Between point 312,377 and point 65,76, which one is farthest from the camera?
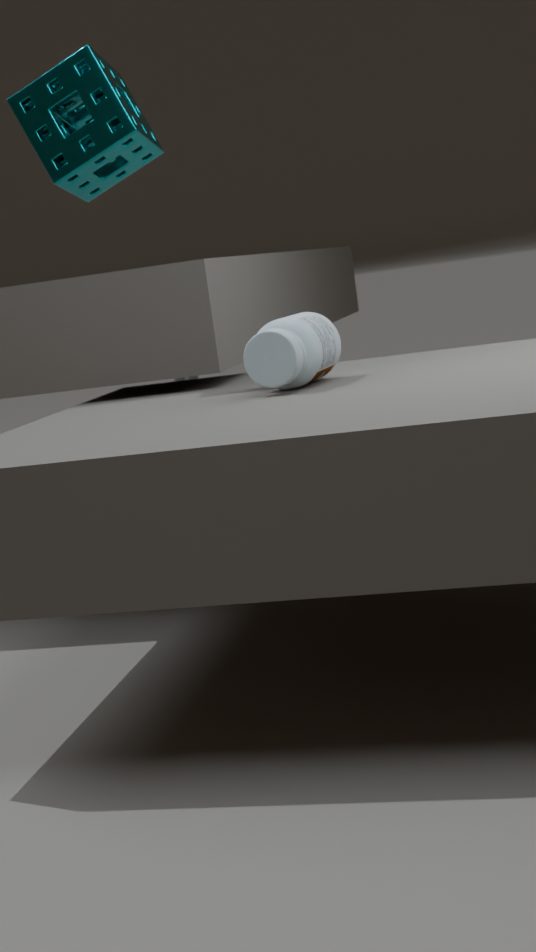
point 65,76
